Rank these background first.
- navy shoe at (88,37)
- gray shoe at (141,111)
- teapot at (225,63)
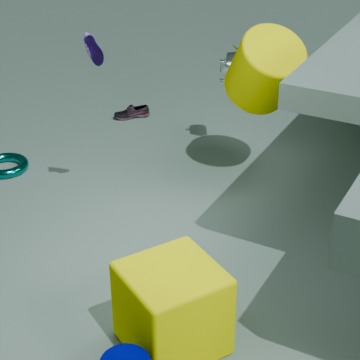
gray shoe at (141,111), teapot at (225,63), navy shoe at (88,37)
